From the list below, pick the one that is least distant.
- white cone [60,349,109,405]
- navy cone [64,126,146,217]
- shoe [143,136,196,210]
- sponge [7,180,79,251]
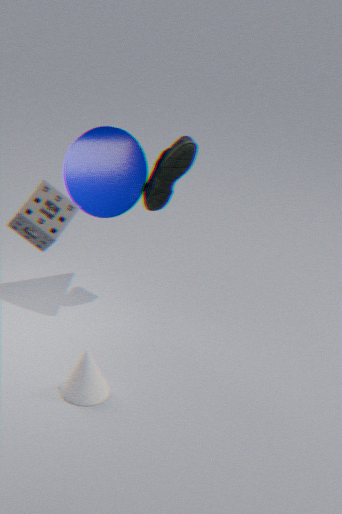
sponge [7,180,79,251]
